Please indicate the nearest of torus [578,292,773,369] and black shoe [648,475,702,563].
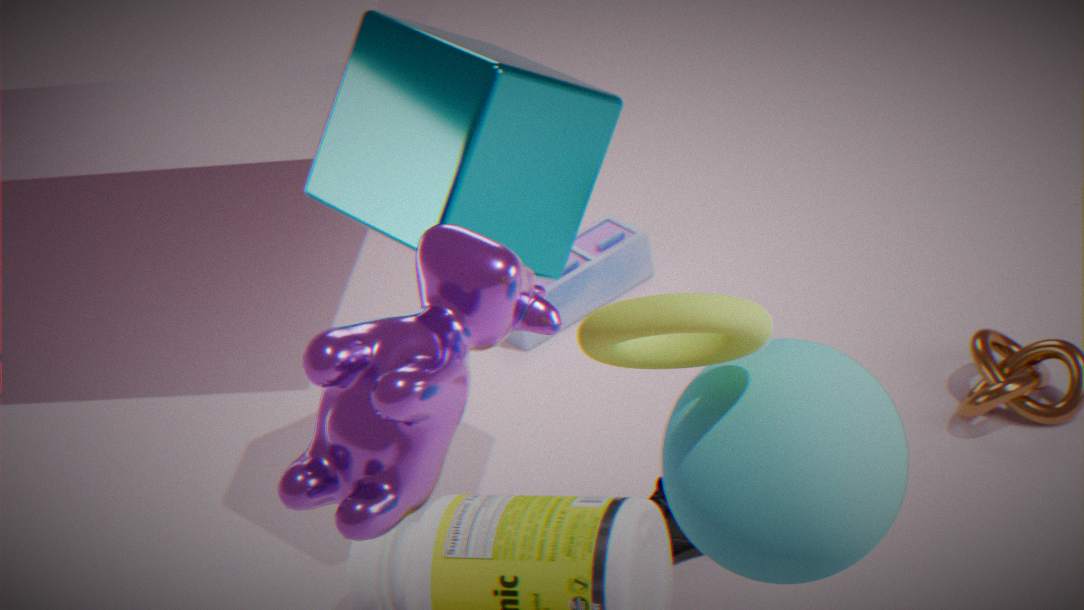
torus [578,292,773,369]
